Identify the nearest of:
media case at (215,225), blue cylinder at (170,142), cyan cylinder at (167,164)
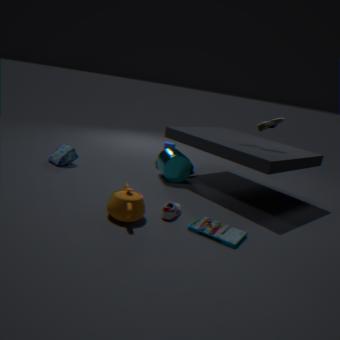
media case at (215,225)
